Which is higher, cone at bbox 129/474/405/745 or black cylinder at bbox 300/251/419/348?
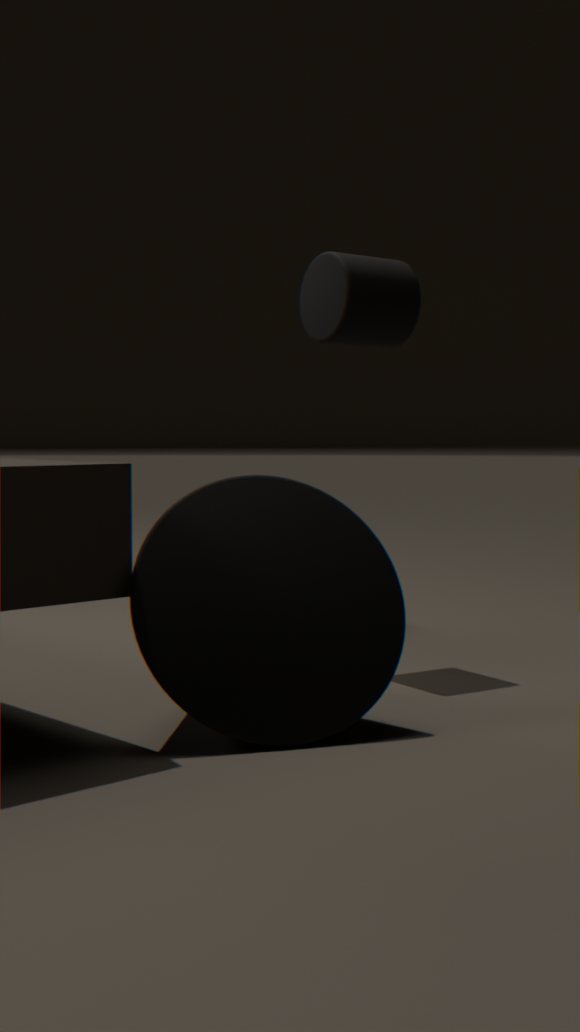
black cylinder at bbox 300/251/419/348
